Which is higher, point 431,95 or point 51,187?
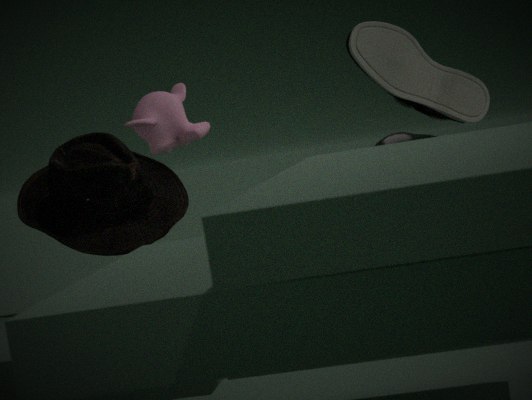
point 431,95
